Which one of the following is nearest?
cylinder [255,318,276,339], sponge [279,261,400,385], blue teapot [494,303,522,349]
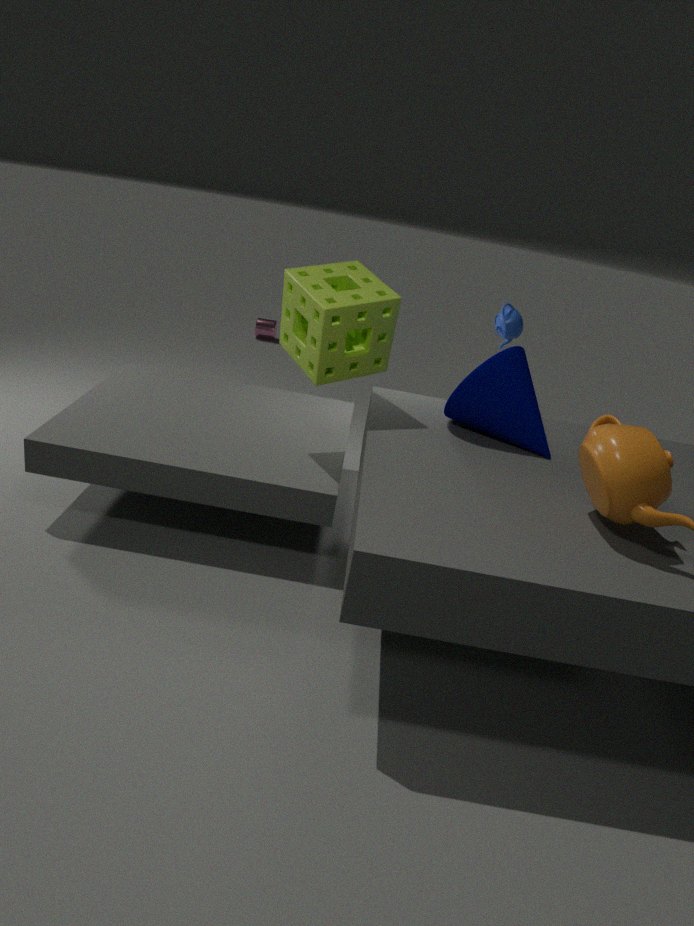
sponge [279,261,400,385]
